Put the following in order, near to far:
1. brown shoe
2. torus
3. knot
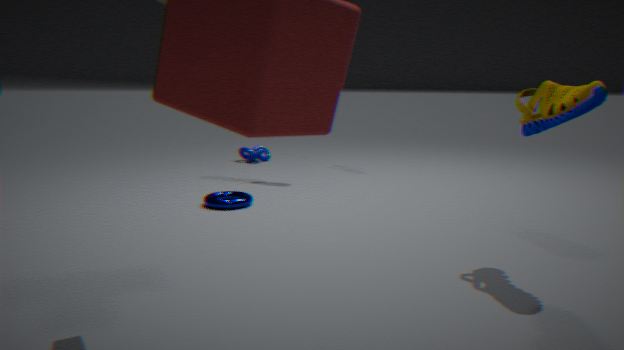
brown shoe, torus, knot
